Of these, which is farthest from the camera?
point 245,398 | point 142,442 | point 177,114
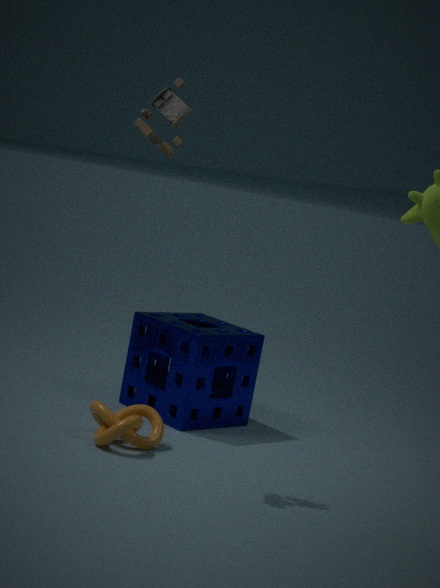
point 245,398
